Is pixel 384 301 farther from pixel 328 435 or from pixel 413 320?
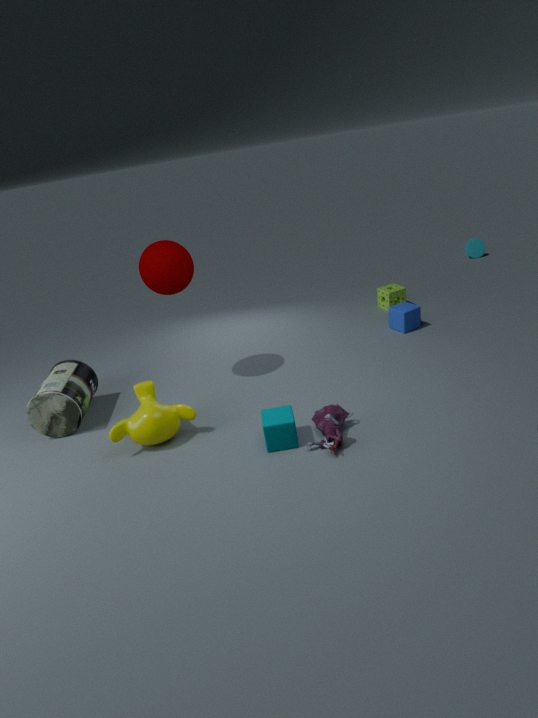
pixel 328 435
